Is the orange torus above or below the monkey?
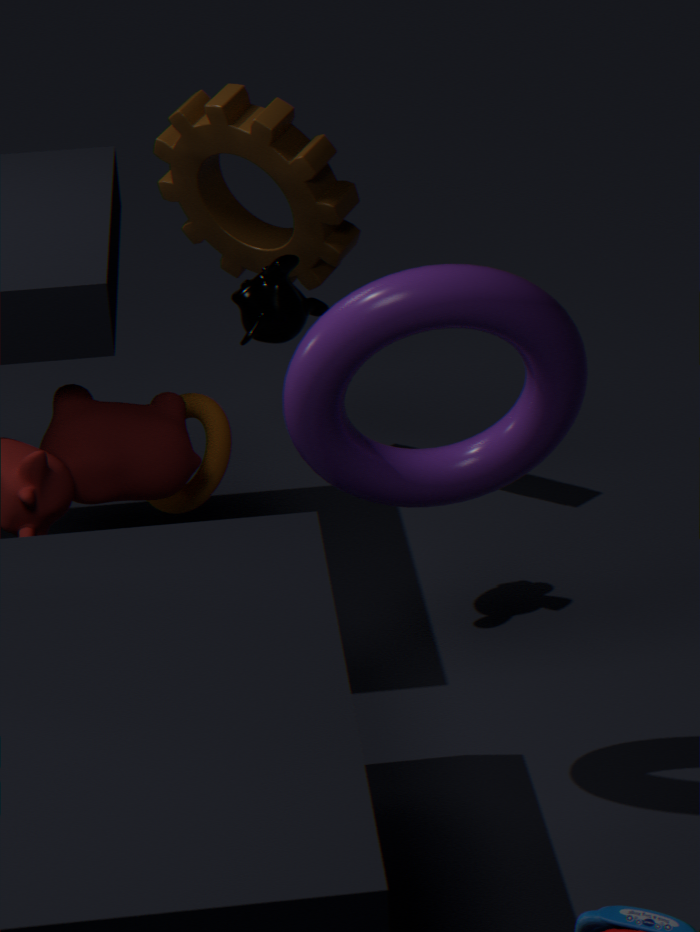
below
